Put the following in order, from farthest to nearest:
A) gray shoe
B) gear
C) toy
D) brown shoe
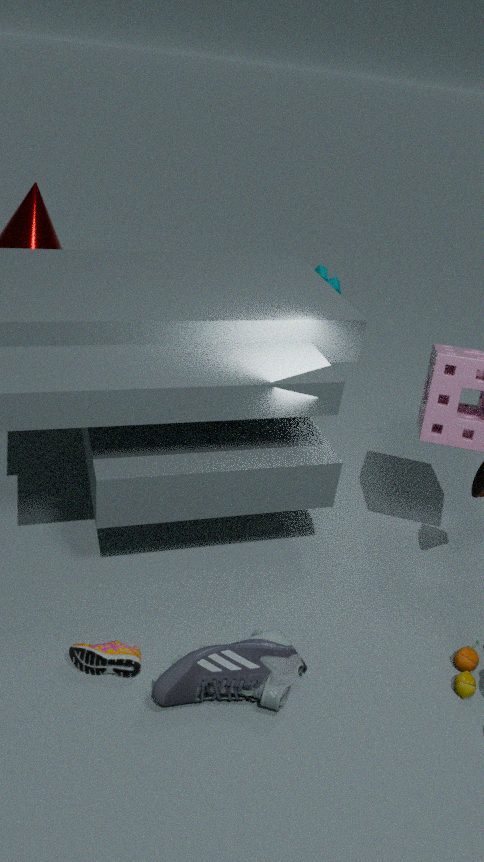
Result: gear, toy, brown shoe, gray shoe
